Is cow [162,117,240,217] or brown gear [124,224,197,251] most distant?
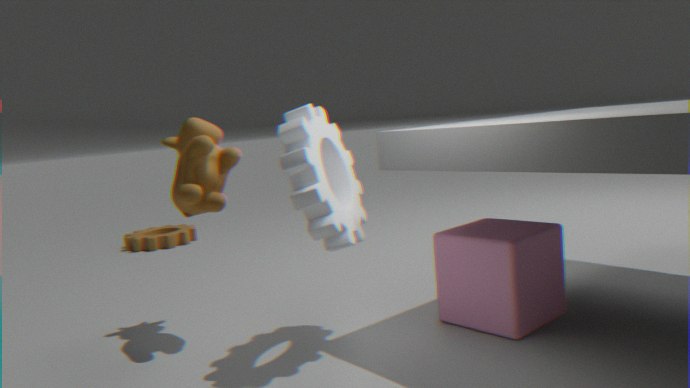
brown gear [124,224,197,251]
